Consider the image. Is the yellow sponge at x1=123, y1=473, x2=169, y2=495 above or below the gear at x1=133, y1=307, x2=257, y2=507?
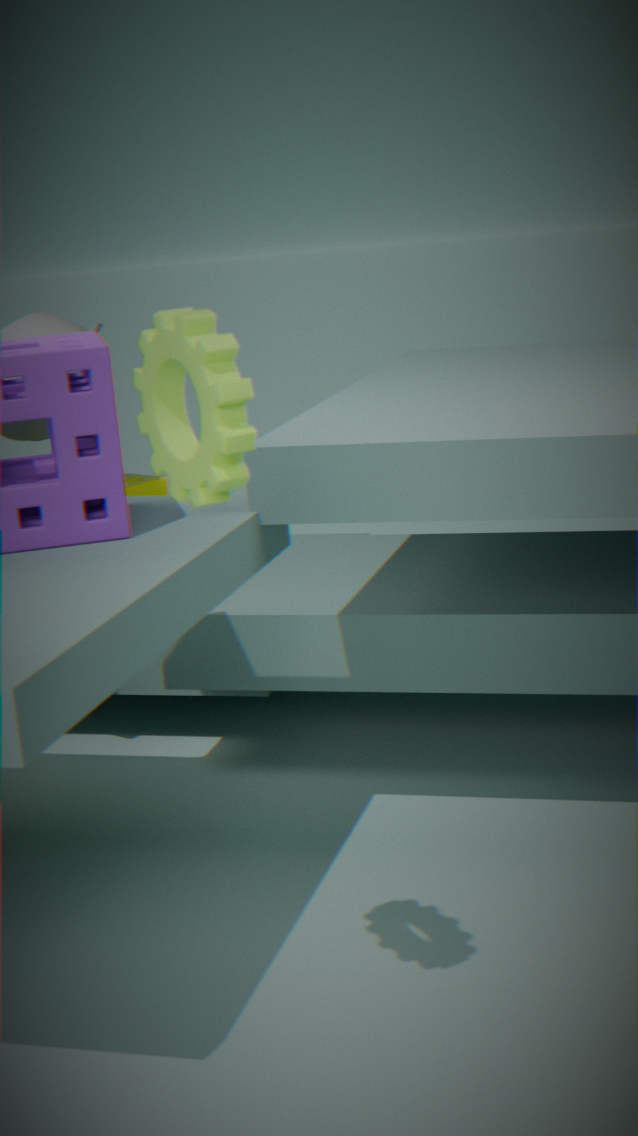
below
